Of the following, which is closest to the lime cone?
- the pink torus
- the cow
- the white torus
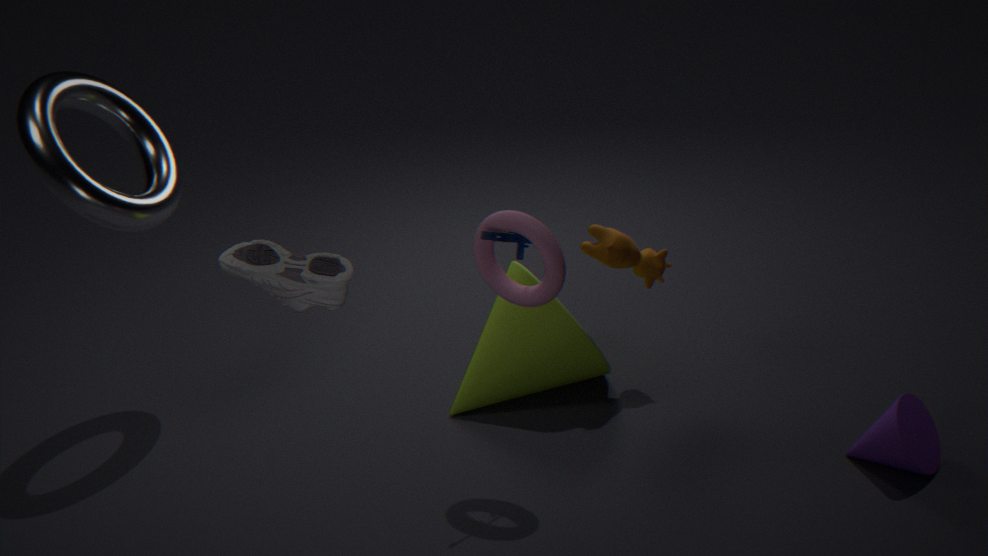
the cow
